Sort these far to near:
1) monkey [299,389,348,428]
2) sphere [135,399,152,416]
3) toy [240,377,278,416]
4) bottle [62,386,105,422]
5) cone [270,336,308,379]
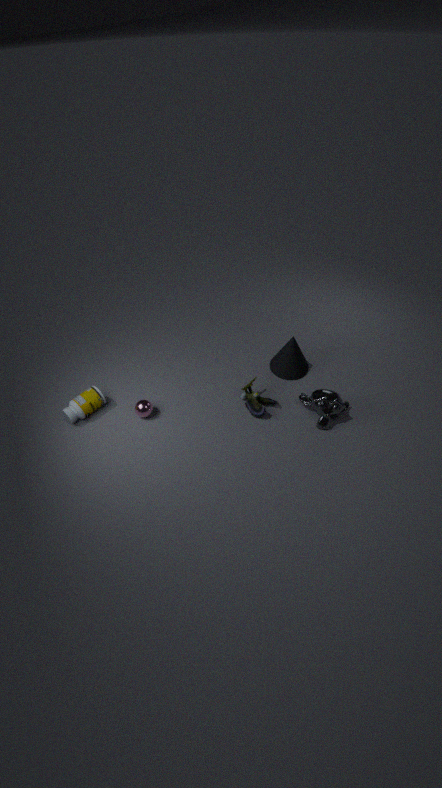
5. cone [270,336,308,379], 3. toy [240,377,278,416], 2. sphere [135,399,152,416], 4. bottle [62,386,105,422], 1. monkey [299,389,348,428]
